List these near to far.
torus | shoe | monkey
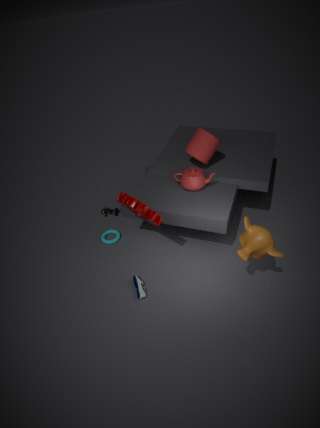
monkey, shoe, torus
